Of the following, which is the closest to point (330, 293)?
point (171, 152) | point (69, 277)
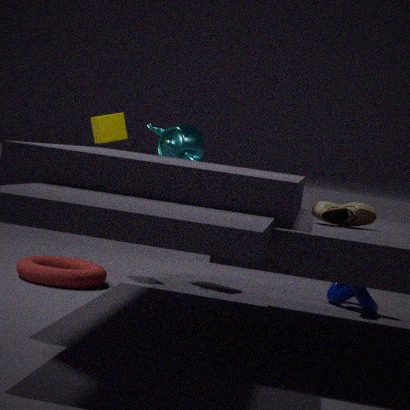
point (171, 152)
